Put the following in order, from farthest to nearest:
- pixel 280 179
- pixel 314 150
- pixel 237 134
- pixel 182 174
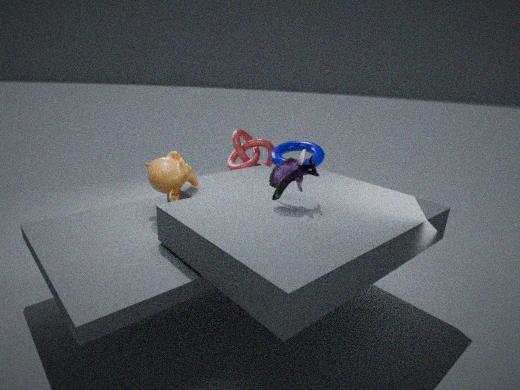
pixel 237 134 → pixel 314 150 → pixel 182 174 → pixel 280 179
